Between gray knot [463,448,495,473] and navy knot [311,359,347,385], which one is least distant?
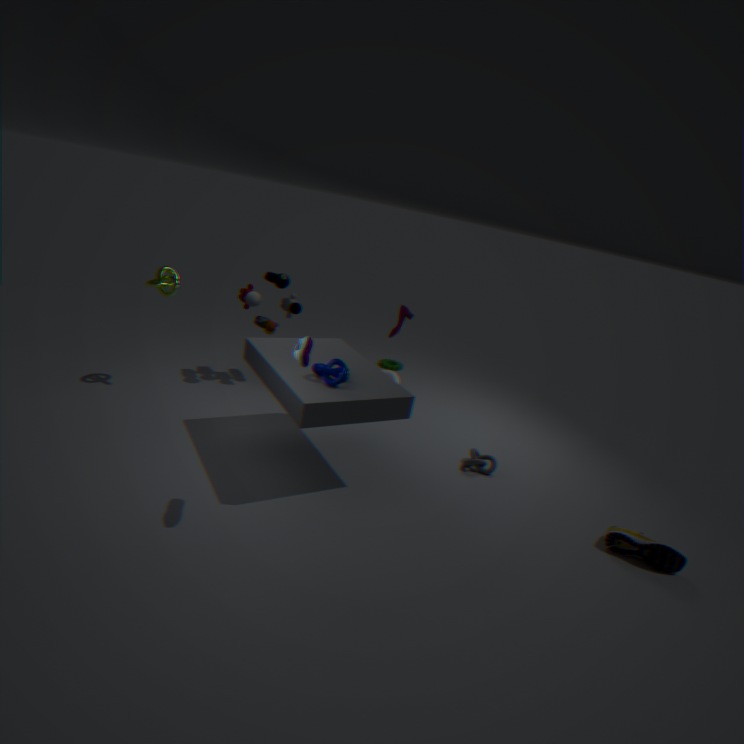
navy knot [311,359,347,385]
